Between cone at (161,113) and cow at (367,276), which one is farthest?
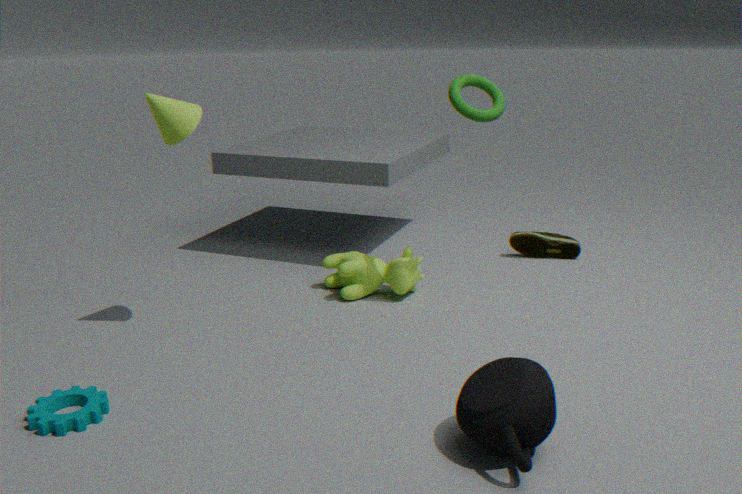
cow at (367,276)
